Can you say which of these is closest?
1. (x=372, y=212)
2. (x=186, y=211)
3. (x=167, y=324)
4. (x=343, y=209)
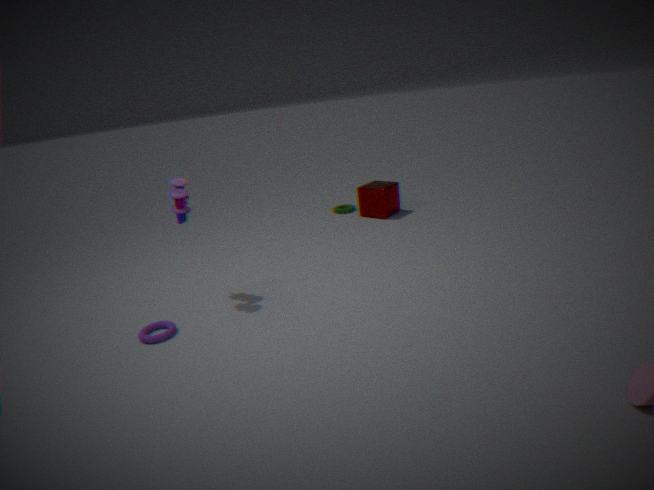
(x=167, y=324)
